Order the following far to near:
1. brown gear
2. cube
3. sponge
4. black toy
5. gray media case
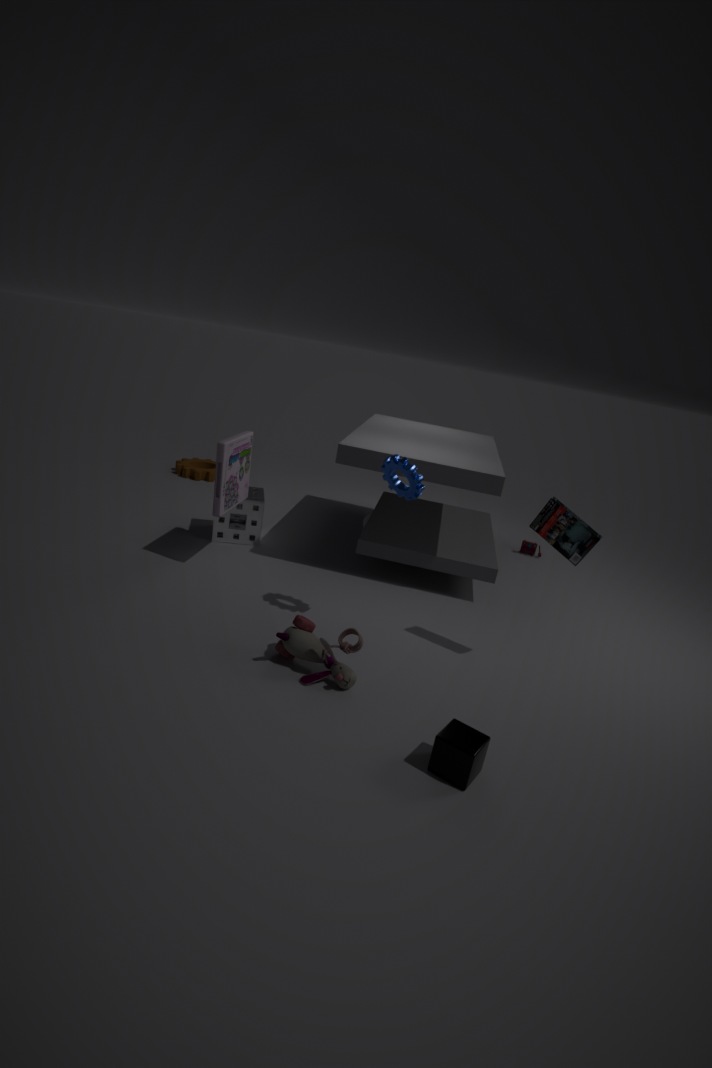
1. brown gear
2. sponge
3. gray media case
4. black toy
5. cube
